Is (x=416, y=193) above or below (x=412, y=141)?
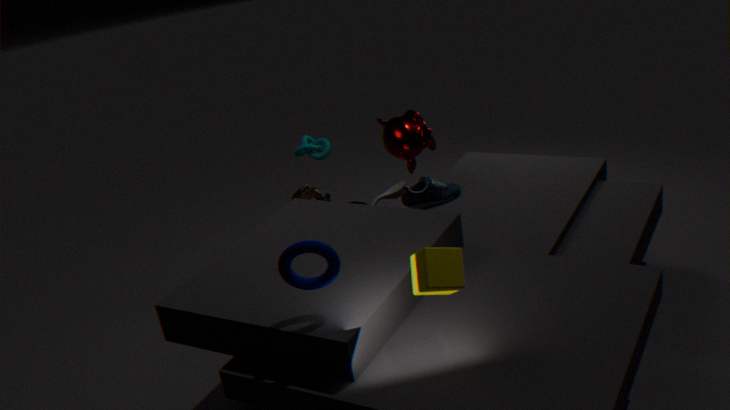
below
